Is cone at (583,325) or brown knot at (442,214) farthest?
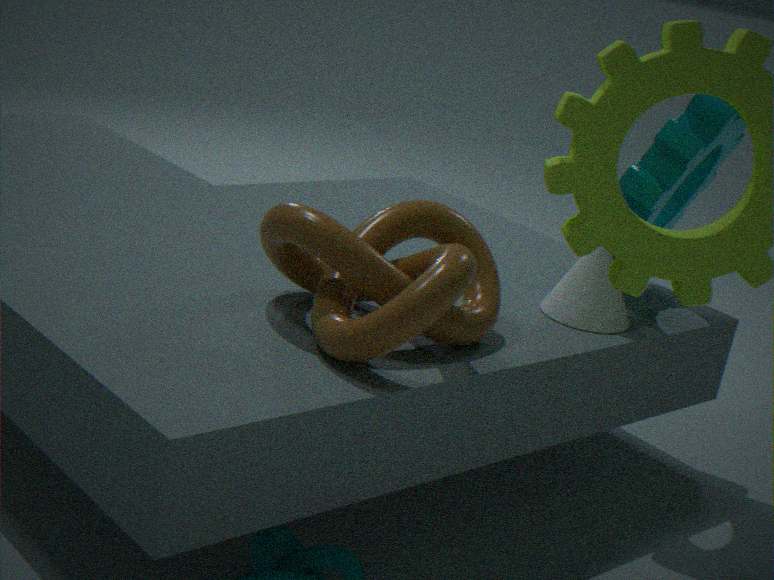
cone at (583,325)
